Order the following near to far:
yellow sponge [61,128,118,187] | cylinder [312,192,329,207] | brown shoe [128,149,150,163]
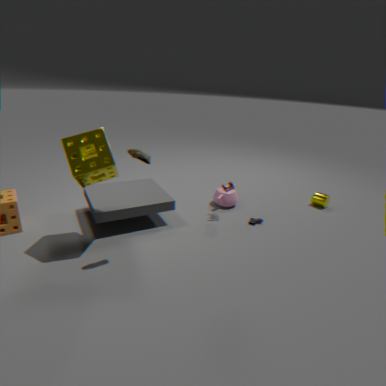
brown shoe [128,149,150,163], yellow sponge [61,128,118,187], cylinder [312,192,329,207]
